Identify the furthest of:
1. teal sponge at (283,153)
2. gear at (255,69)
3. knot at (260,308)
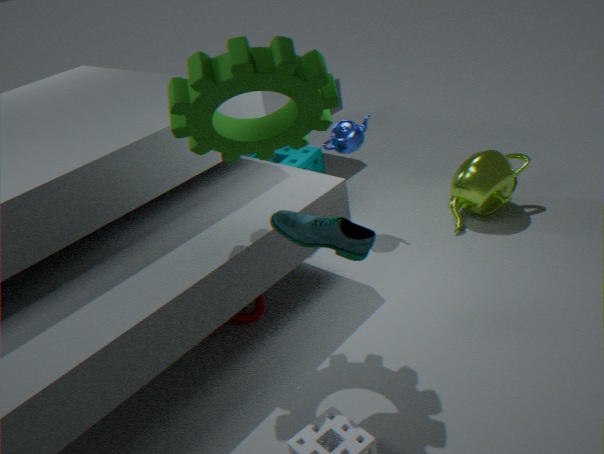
teal sponge at (283,153)
